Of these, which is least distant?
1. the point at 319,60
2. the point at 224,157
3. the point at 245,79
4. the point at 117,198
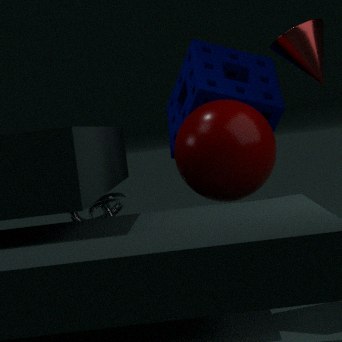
the point at 224,157
